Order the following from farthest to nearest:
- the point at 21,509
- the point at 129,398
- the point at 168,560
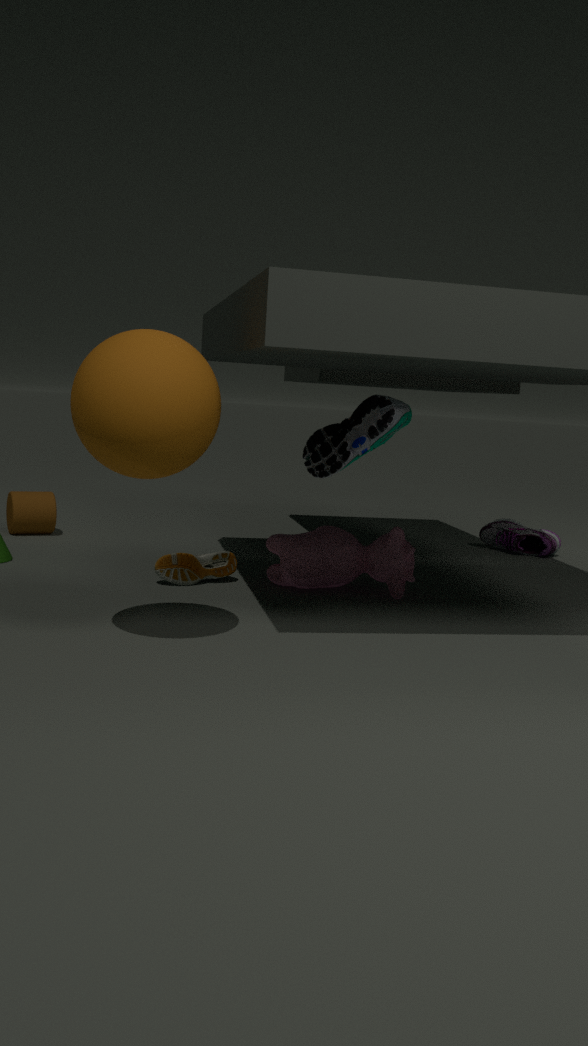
the point at 21,509
the point at 168,560
the point at 129,398
